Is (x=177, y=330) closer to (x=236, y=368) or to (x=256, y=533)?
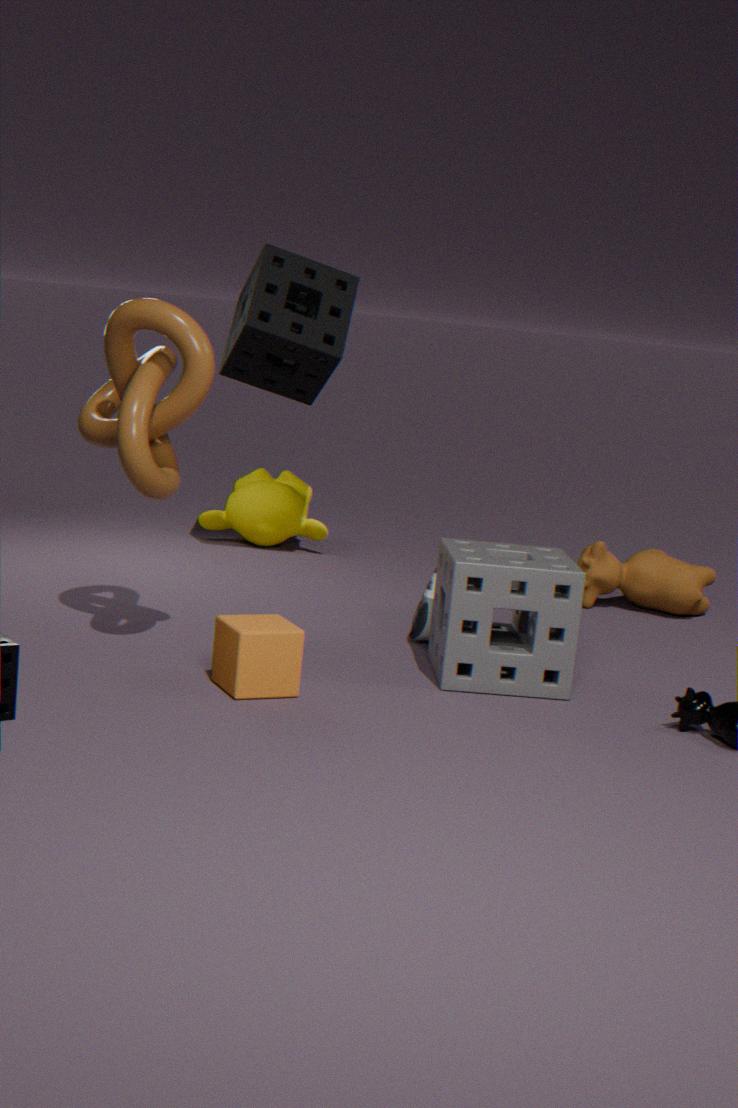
(x=236, y=368)
